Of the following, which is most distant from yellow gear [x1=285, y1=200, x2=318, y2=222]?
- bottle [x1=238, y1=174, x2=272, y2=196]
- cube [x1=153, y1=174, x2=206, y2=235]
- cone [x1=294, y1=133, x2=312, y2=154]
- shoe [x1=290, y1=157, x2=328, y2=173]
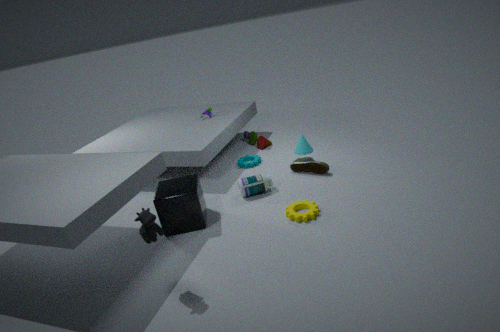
cone [x1=294, y1=133, x2=312, y2=154]
